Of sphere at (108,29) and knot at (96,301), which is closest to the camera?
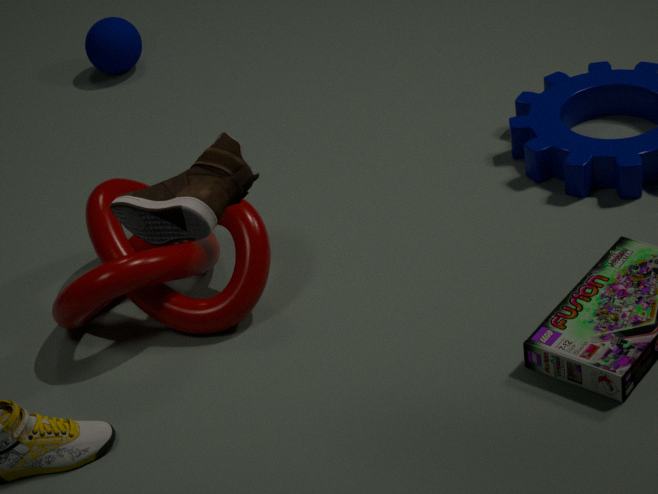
knot at (96,301)
